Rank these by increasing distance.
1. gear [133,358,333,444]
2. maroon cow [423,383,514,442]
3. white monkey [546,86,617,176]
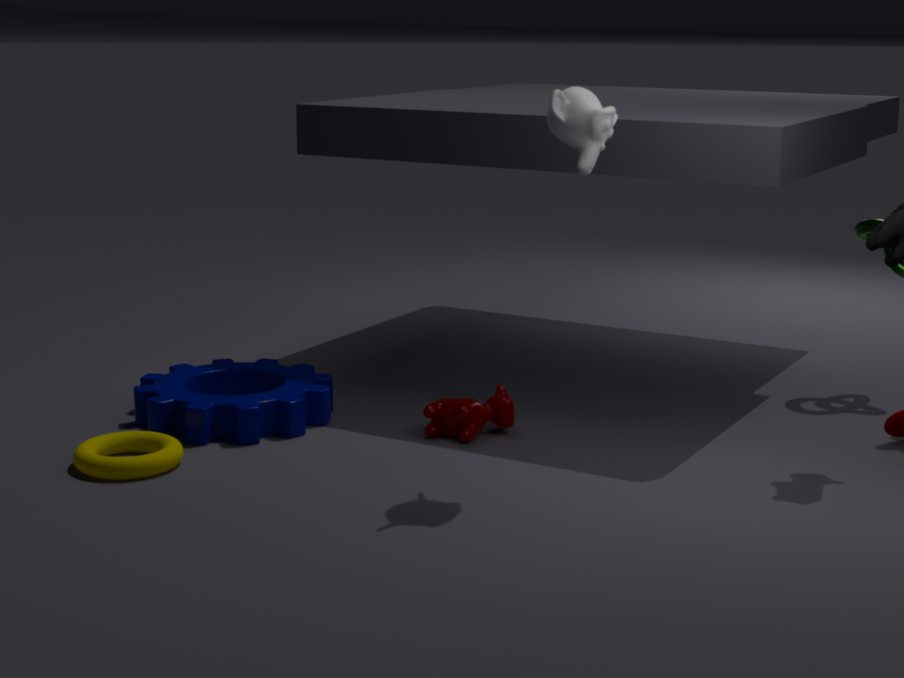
white monkey [546,86,617,176]
gear [133,358,333,444]
maroon cow [423,383,514,442]
